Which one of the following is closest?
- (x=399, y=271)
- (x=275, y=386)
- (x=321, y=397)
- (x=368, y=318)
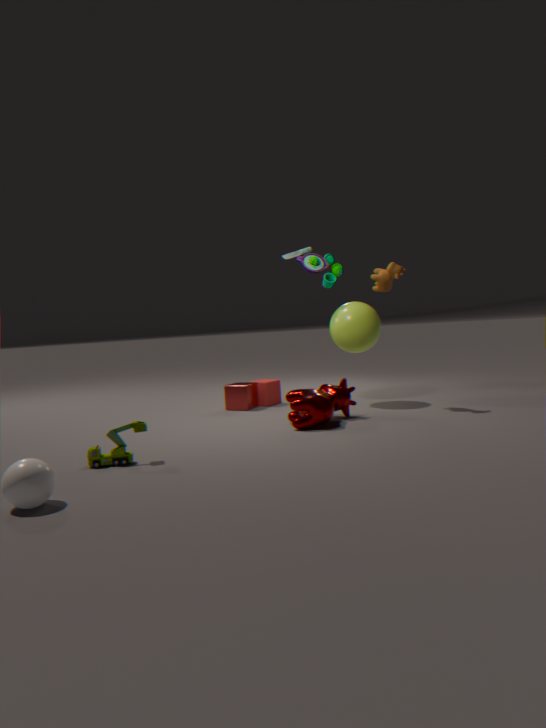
(x=321, y=397)
